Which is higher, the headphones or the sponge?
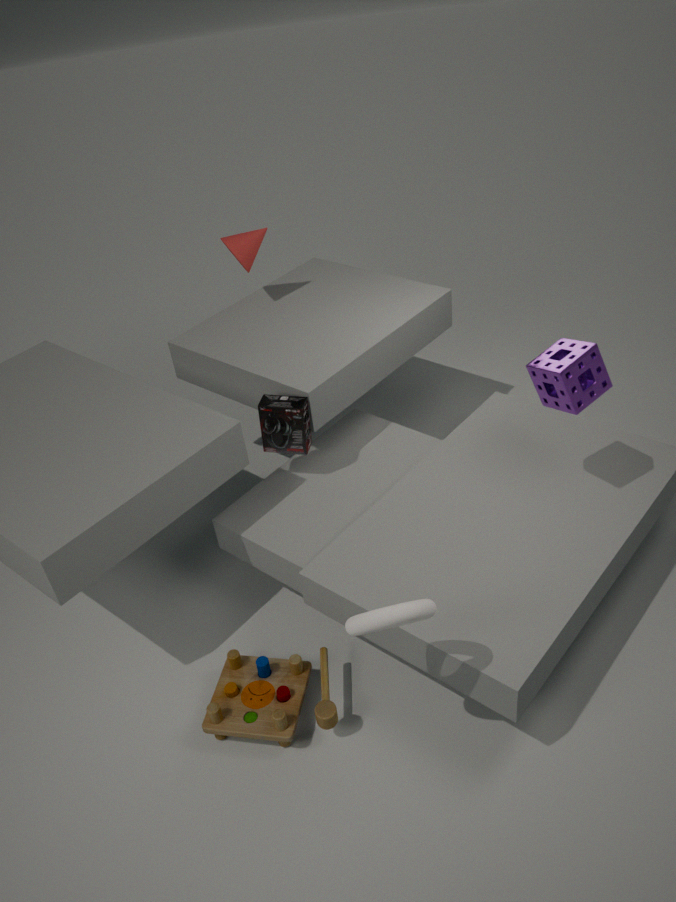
the sponge
